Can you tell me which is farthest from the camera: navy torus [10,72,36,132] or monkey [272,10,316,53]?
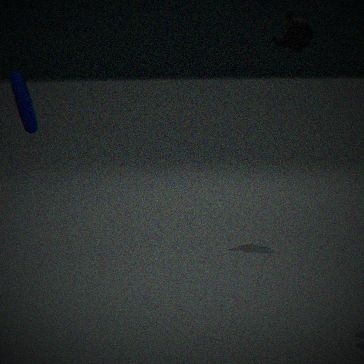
monkey [272,10,316,53]
